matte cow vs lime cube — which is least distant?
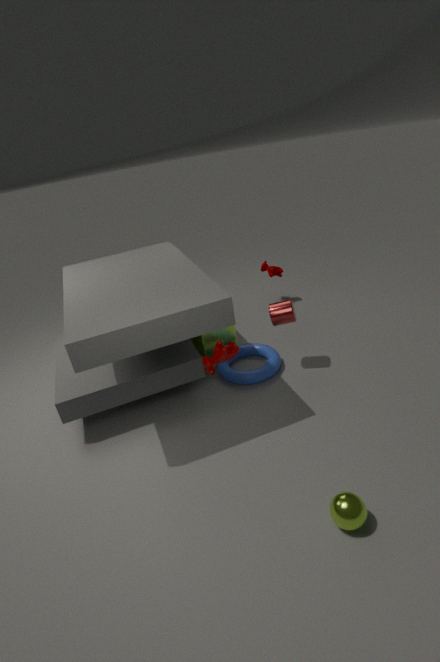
lime cube
